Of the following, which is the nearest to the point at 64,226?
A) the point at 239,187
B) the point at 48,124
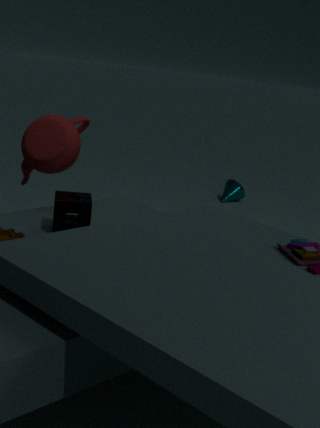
the point at 48,124
